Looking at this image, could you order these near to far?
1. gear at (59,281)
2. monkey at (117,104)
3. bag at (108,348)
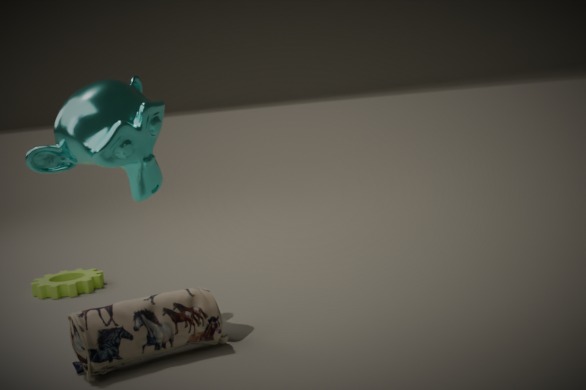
bag at (108,348), monkey at (117,104), gear at (59,281)
